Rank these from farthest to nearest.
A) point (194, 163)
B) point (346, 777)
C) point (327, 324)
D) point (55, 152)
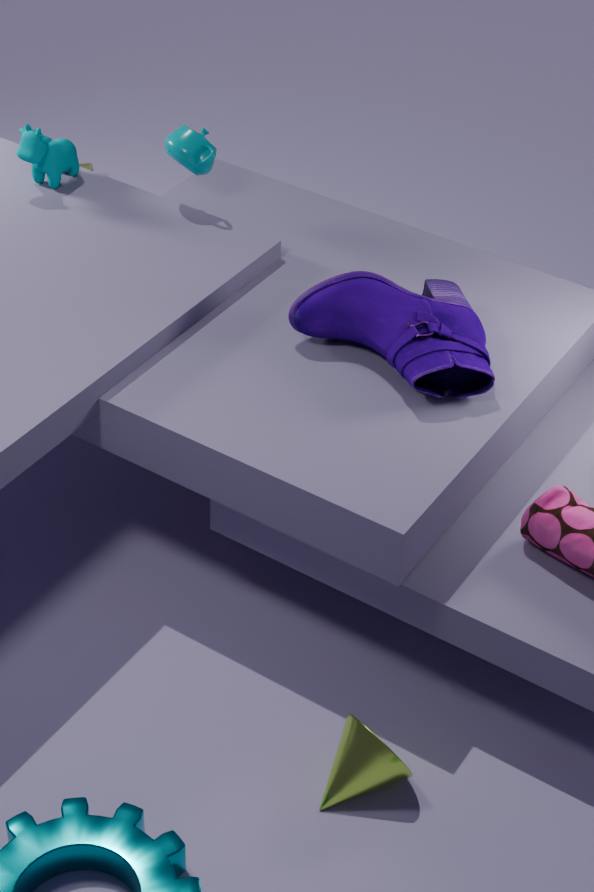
point (55, 152), point (194, 163), point (327, 324), point (346, 777)
